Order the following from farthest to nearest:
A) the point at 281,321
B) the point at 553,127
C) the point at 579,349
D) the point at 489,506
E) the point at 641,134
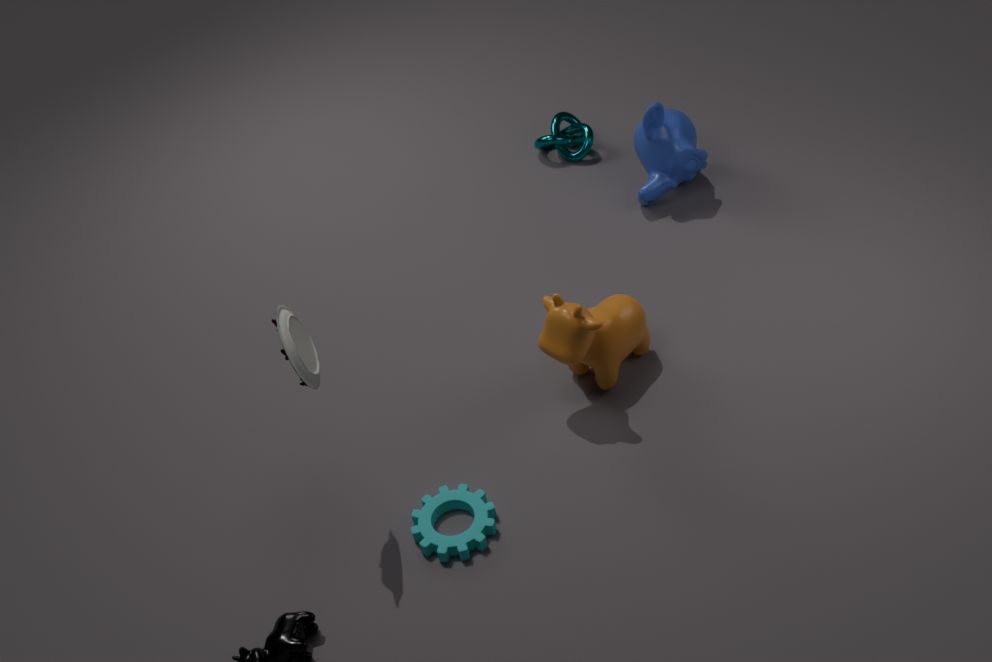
the point at 553,127 < the point at 641,134 < the point at 579,349 < the point at 489,506 < the point at 281,321
